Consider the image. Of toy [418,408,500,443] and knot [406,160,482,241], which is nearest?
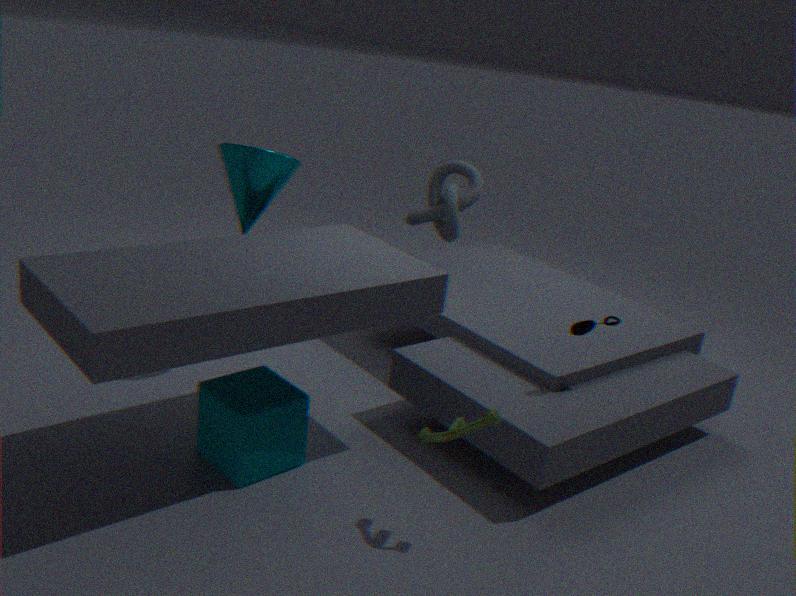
toy [418,408,500,443]
